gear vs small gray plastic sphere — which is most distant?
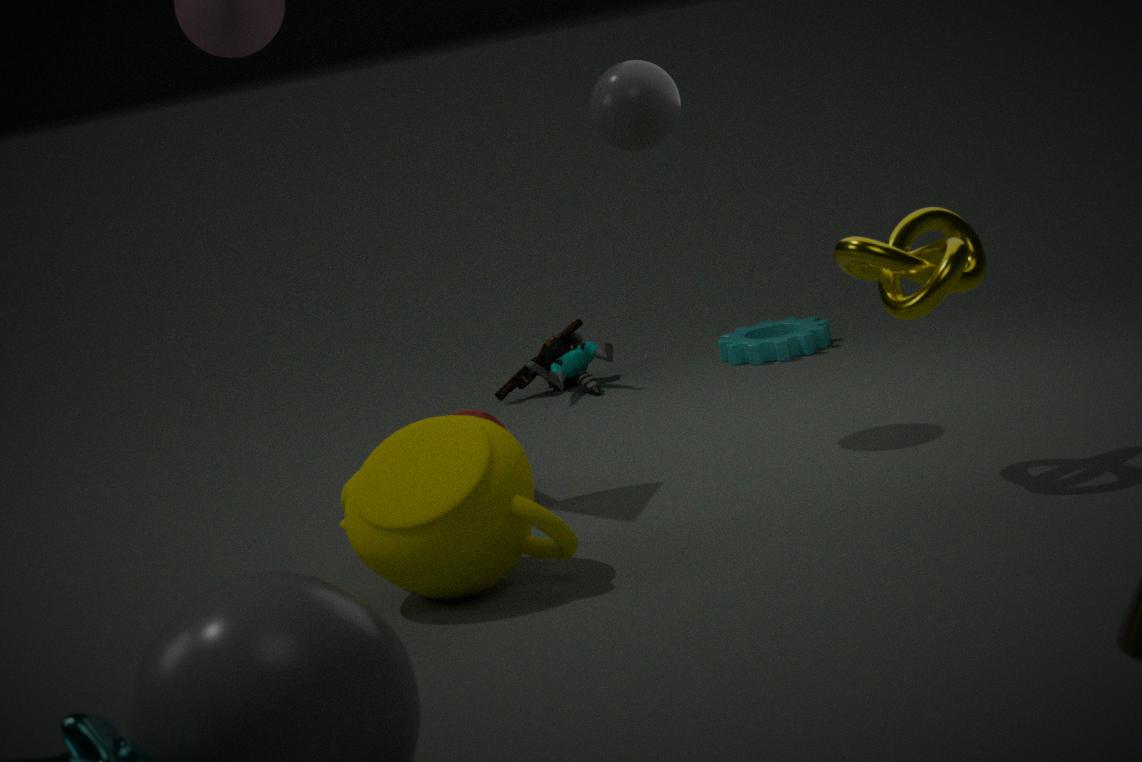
gear
